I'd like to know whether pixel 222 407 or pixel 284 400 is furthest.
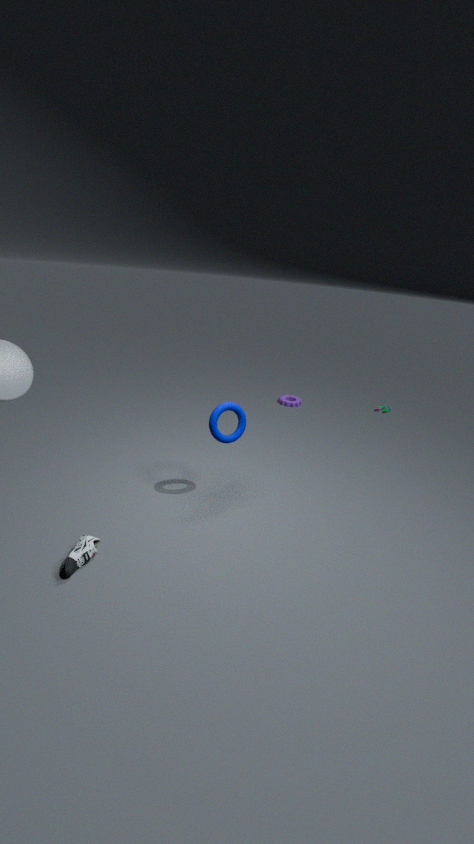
pixel 284 400
